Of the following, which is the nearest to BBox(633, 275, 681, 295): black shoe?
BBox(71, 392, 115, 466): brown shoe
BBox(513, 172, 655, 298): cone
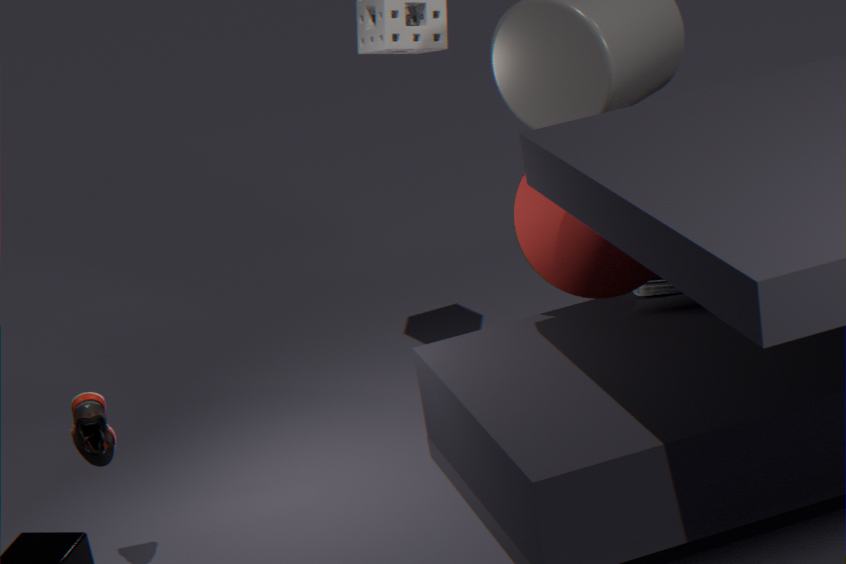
BBox(513, 172, 655, 298): cone
